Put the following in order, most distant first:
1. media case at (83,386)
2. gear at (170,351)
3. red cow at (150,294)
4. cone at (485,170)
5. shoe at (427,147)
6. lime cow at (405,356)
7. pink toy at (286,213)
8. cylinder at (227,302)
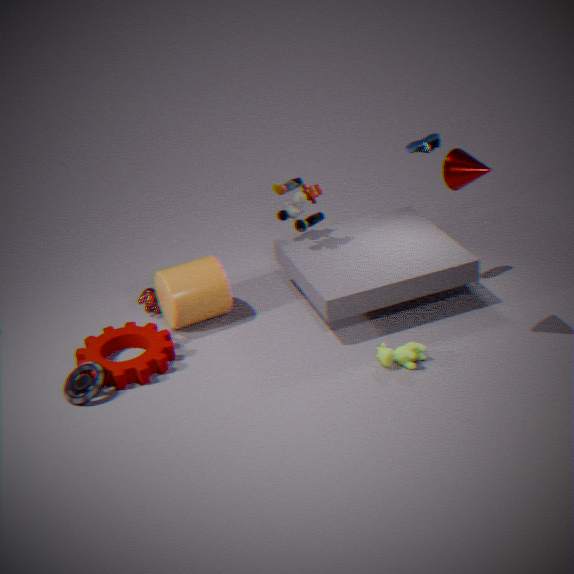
red cow at (150,294), pink toy at (286,213), cylinder at (227,302), shoe at (427,147), gear at (170,351), media case at (83,386), lime cow at (405,356), cone at (485,170)
